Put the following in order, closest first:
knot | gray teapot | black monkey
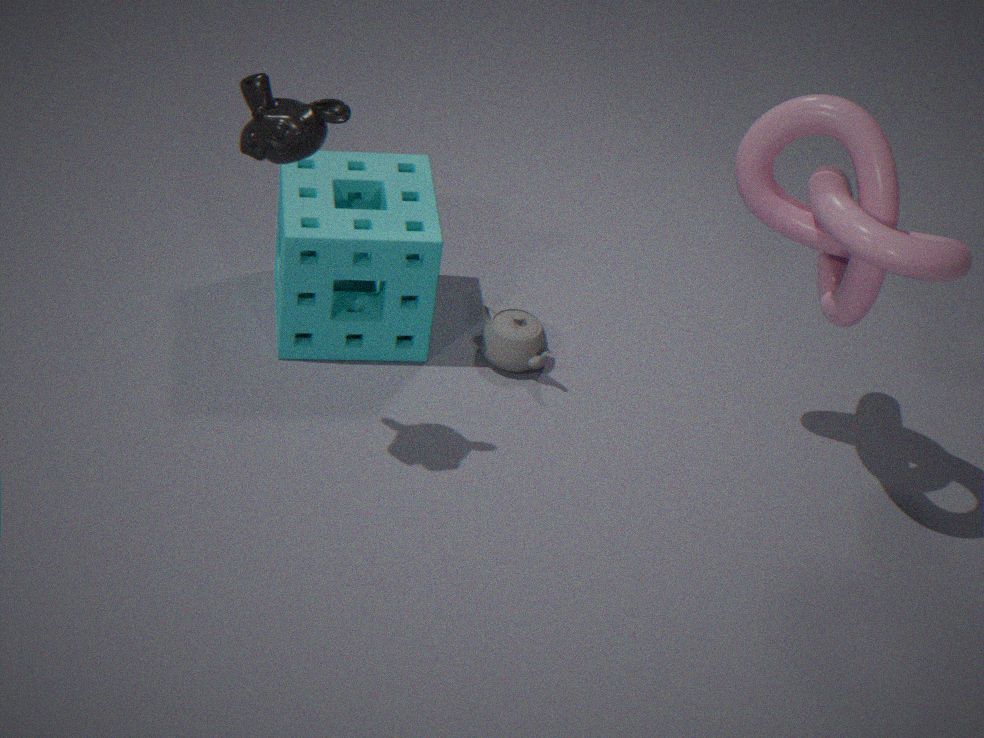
black monkey, knot, gray teapot
